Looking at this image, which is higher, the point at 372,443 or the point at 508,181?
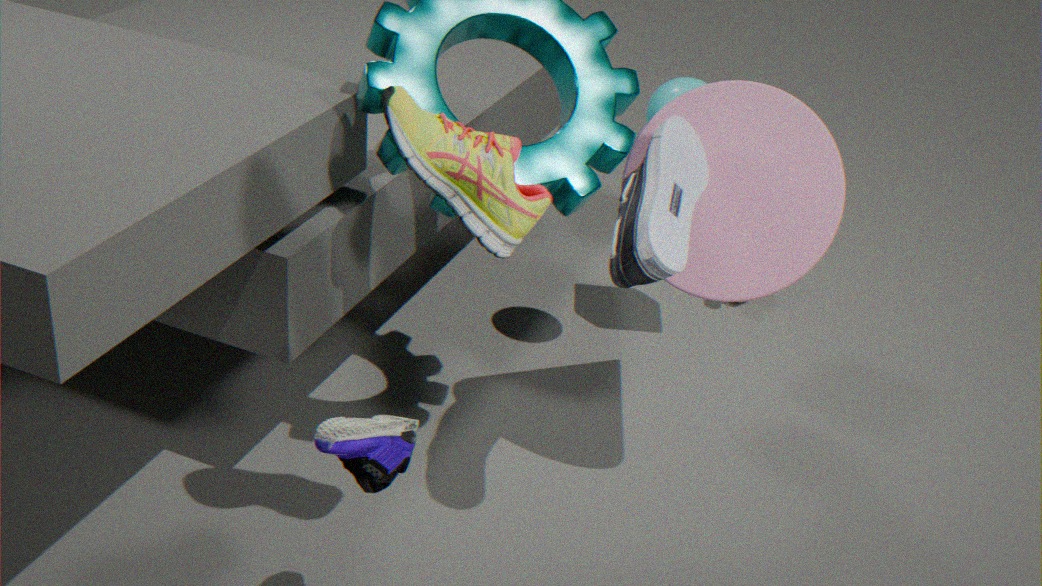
the point at 508,181
